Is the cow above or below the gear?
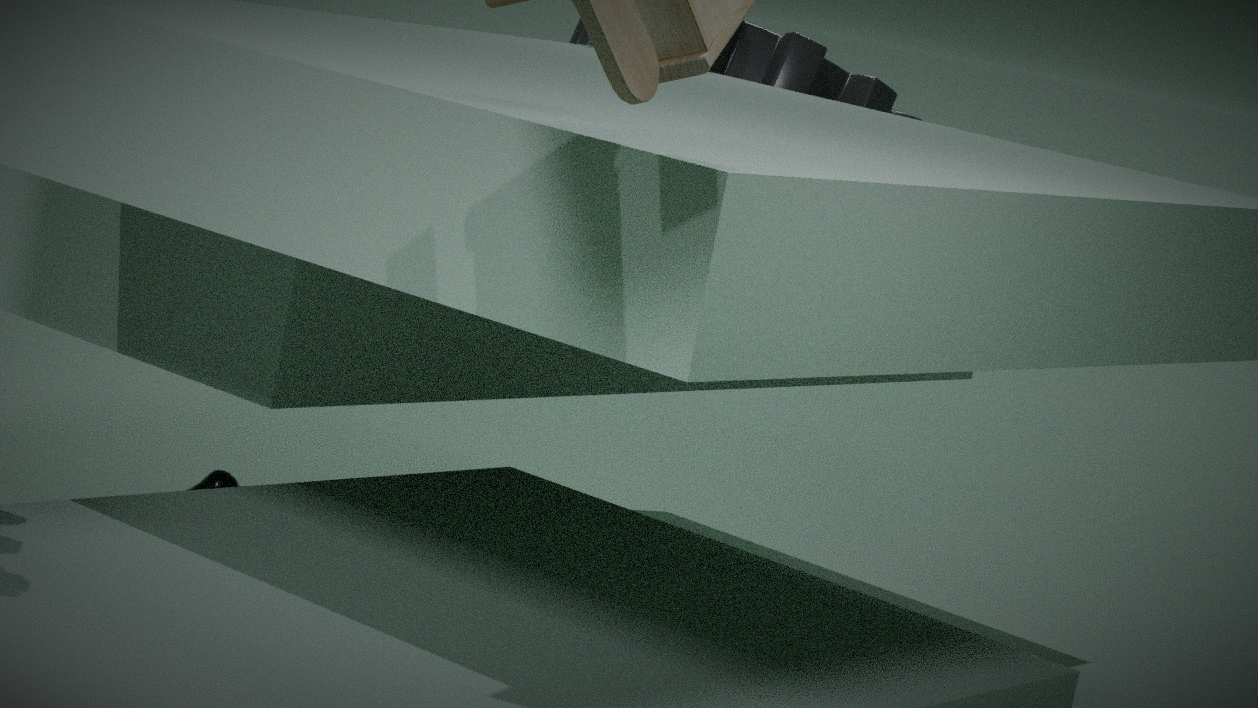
below
